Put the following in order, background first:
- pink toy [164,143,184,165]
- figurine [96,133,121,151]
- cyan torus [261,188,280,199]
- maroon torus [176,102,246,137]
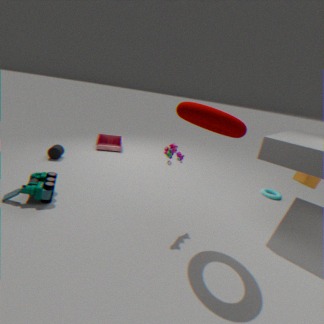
figurine [96,133,121,151], cyan torus [261,188,280,199], pink toy [164,143,184,165], maroon torus [176,102,246,137]
